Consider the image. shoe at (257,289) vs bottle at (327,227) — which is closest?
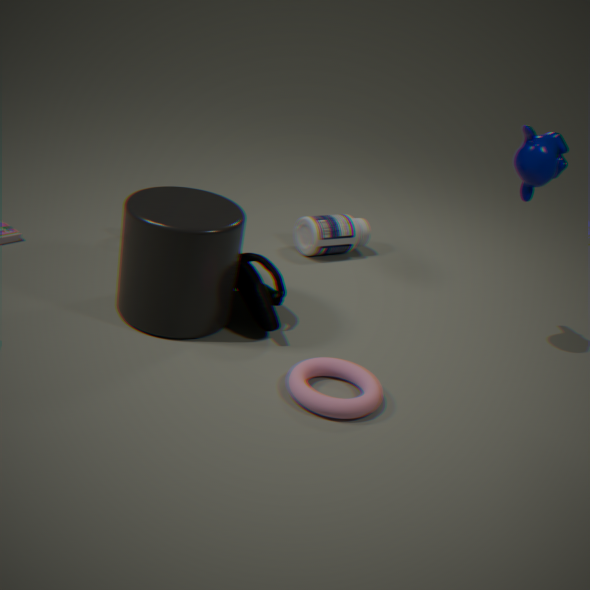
shoe at (257,289)
